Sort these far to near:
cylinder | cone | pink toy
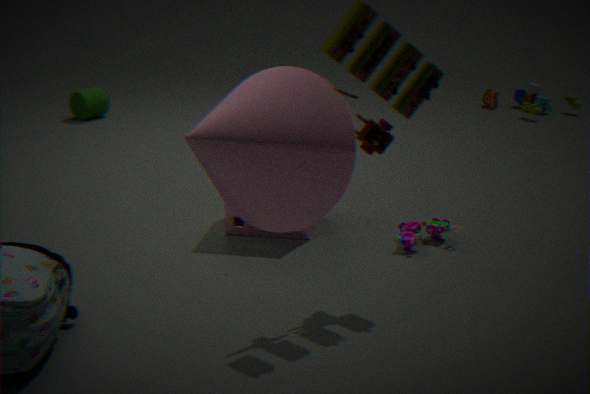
1. cylinder
2. pink toy
3. cone
